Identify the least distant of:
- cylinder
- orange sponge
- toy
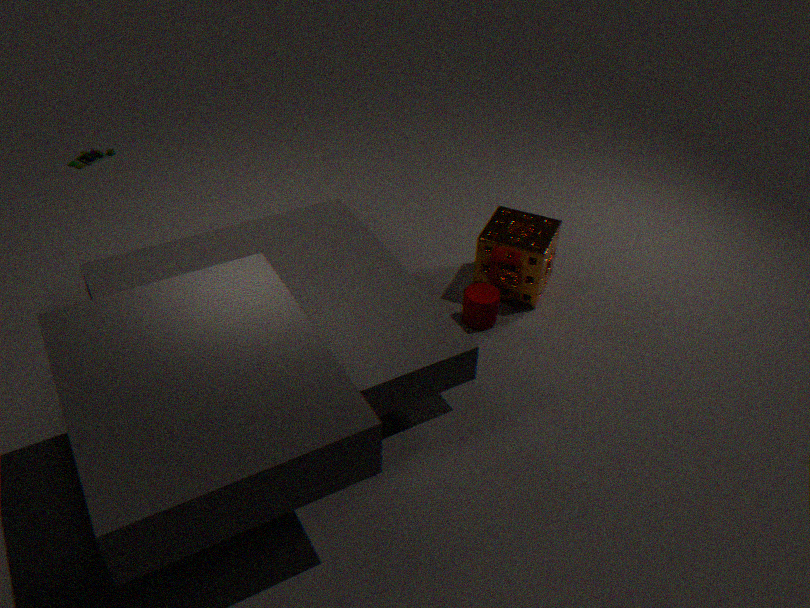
cylinder
